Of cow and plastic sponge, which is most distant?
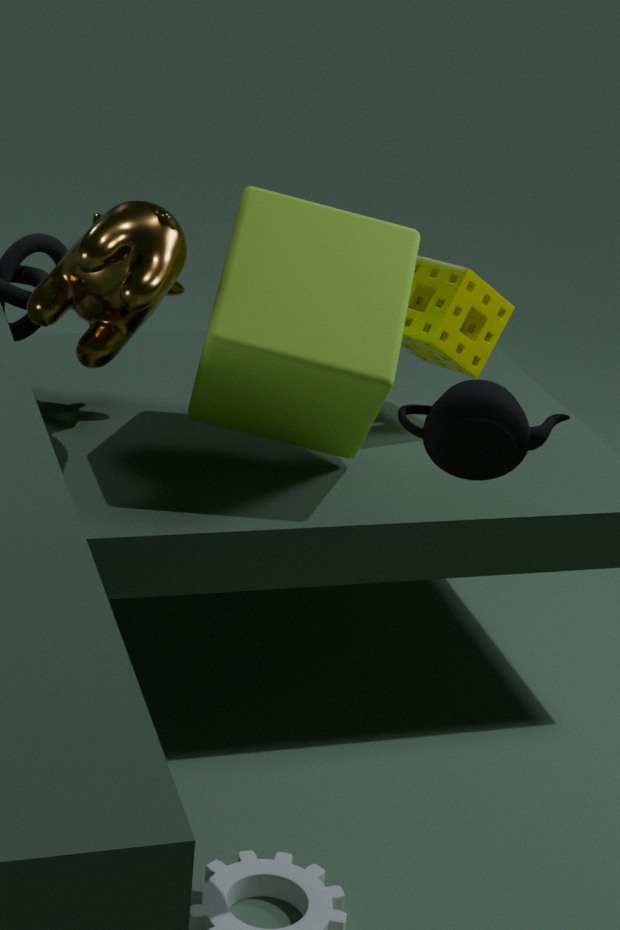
plastic sponge
